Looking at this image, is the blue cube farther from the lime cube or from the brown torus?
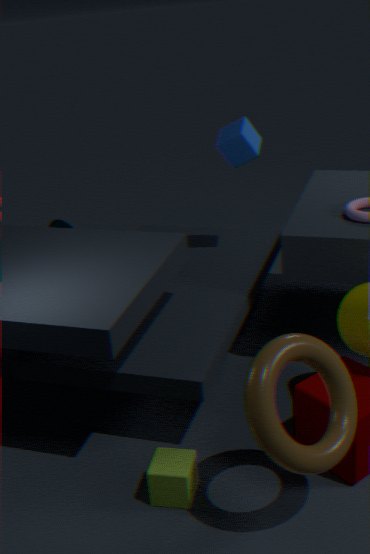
the lime cube
